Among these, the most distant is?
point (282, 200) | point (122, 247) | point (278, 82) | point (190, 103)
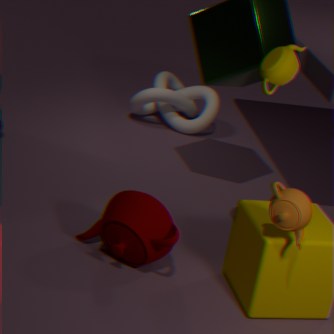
point (190, 103)
